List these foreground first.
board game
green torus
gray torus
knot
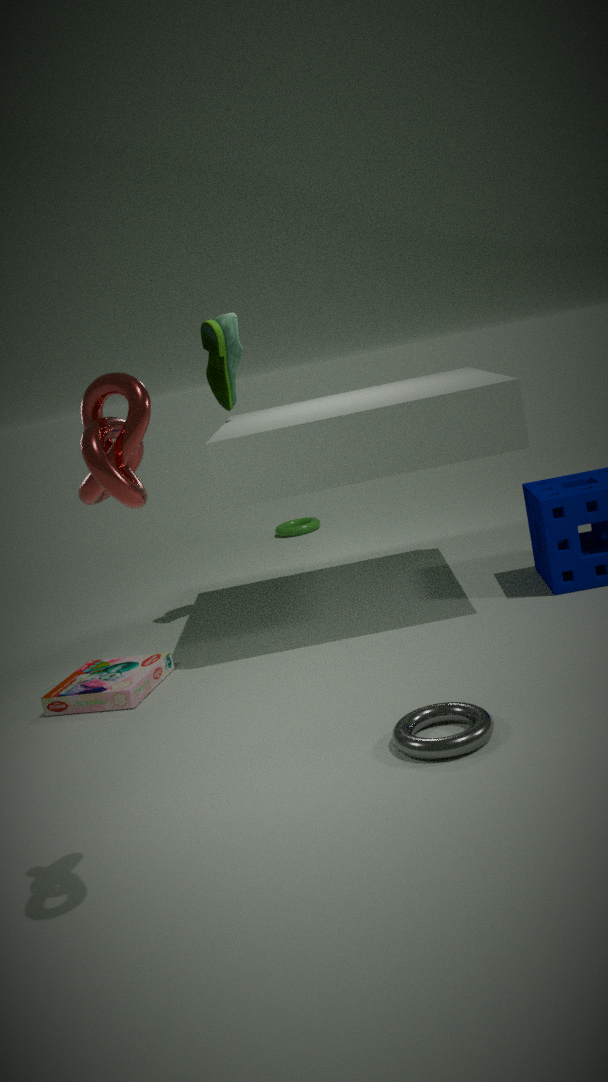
knot
gray torus
board game
green torus
